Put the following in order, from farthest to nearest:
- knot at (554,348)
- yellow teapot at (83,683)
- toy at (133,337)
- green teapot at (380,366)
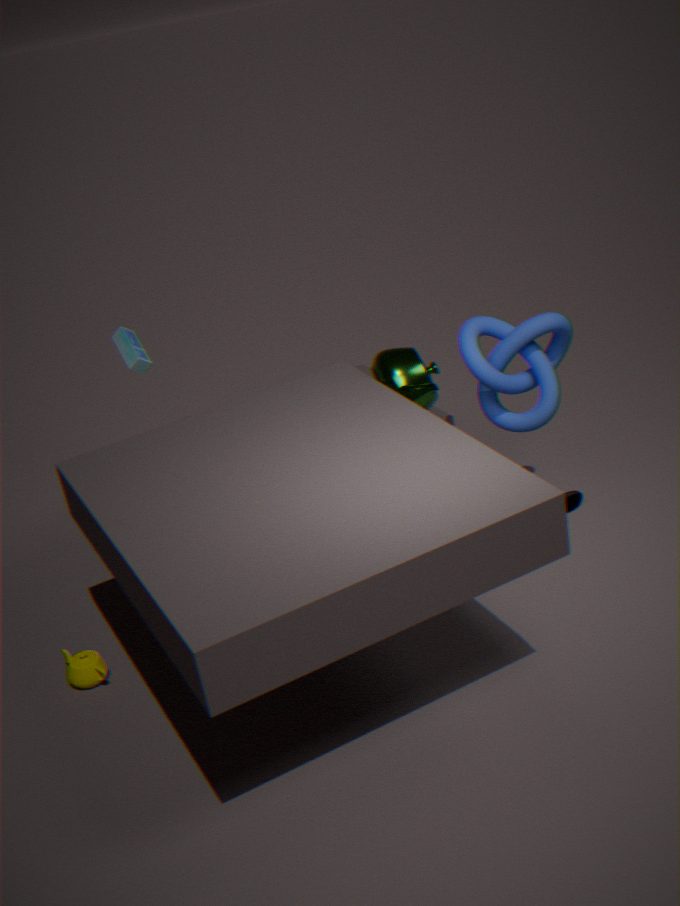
toy at (133,337) → green teapot at (380,366) → knot at (554,348) → yellow teapot at (83,683)
